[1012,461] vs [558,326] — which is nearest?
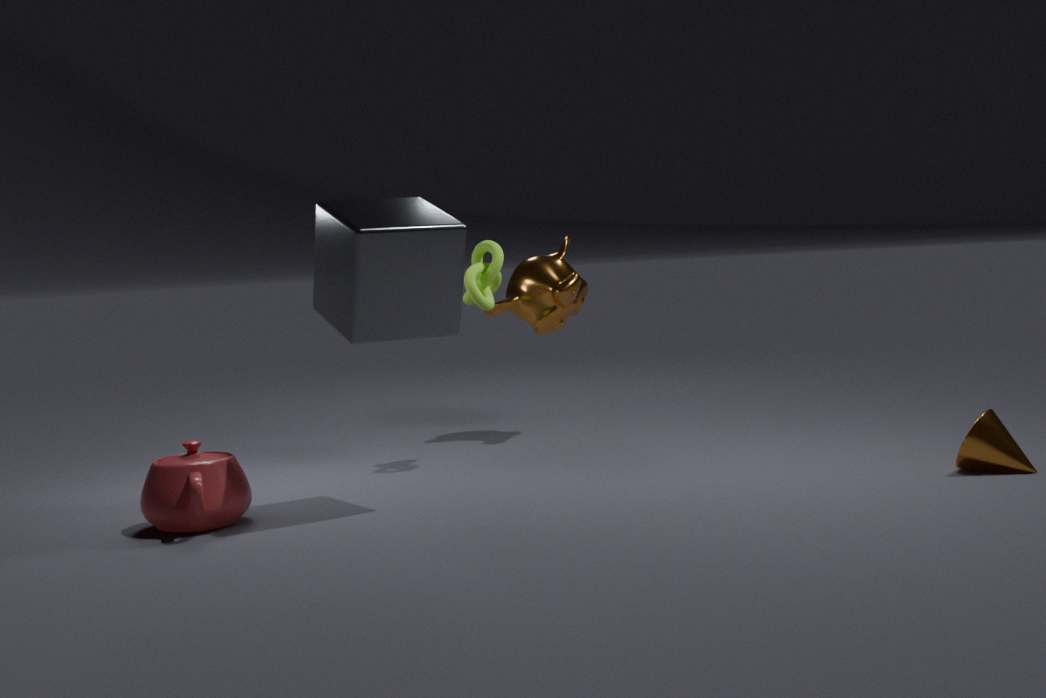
[1012,461]
